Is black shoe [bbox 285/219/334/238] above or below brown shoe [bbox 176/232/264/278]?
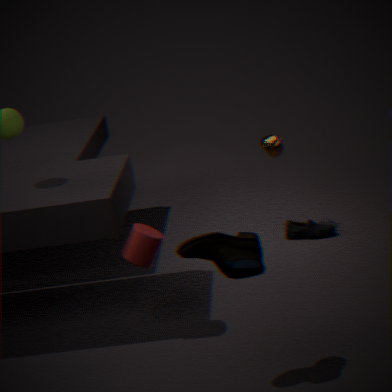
below
